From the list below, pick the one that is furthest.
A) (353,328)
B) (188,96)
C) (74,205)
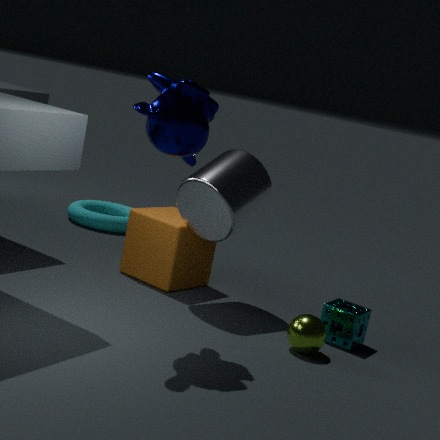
(74,205)
